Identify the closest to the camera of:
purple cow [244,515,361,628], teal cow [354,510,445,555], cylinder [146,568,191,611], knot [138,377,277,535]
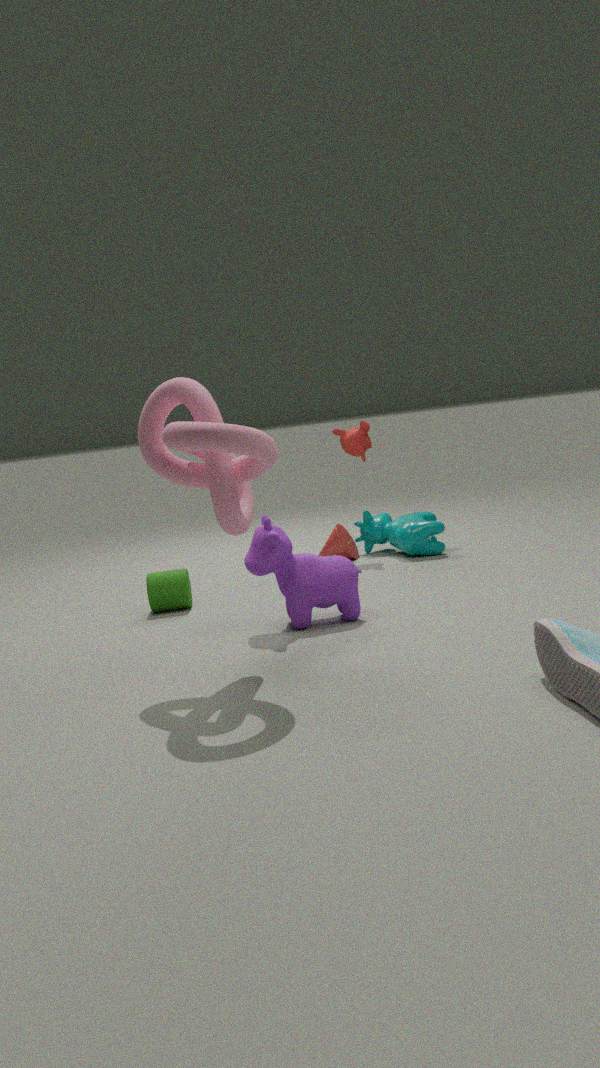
knot [138,377,277,535]
